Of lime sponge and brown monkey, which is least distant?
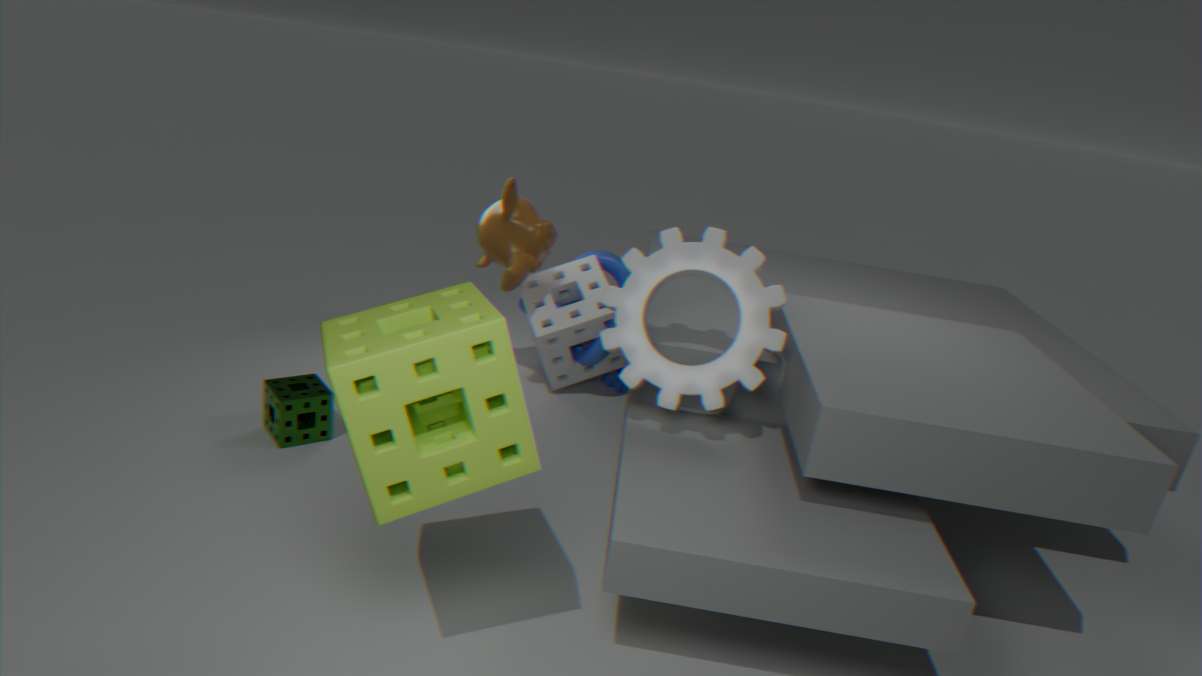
lime sponge
